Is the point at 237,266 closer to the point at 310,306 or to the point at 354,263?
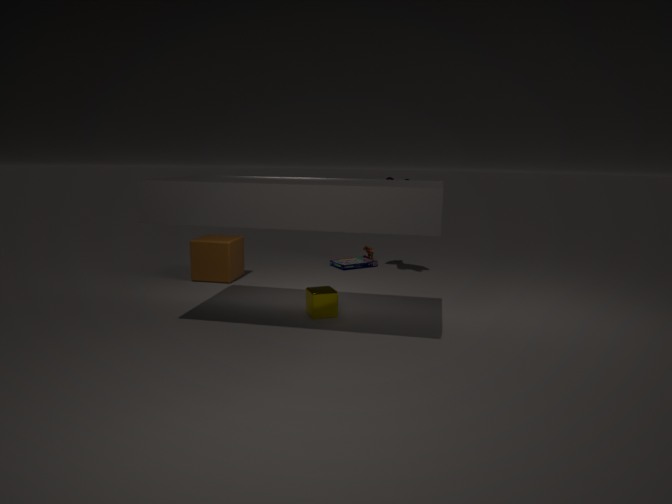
the point at 354,263
